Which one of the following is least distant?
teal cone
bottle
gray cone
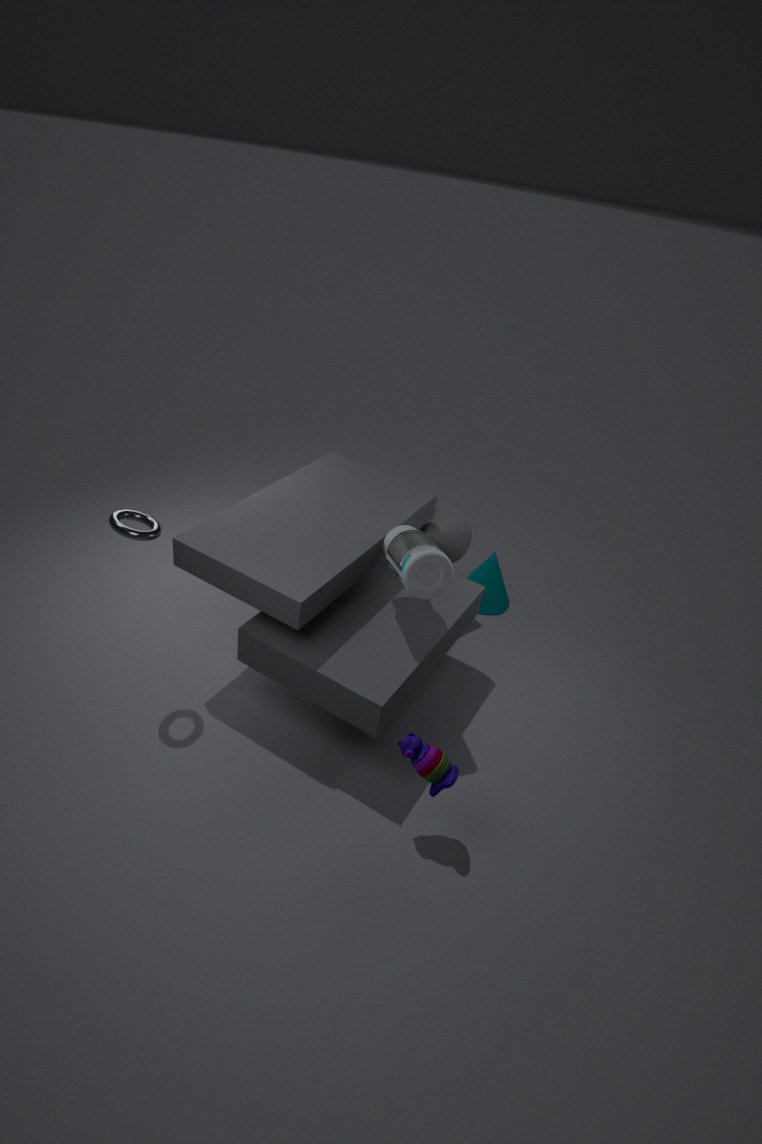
bottle
